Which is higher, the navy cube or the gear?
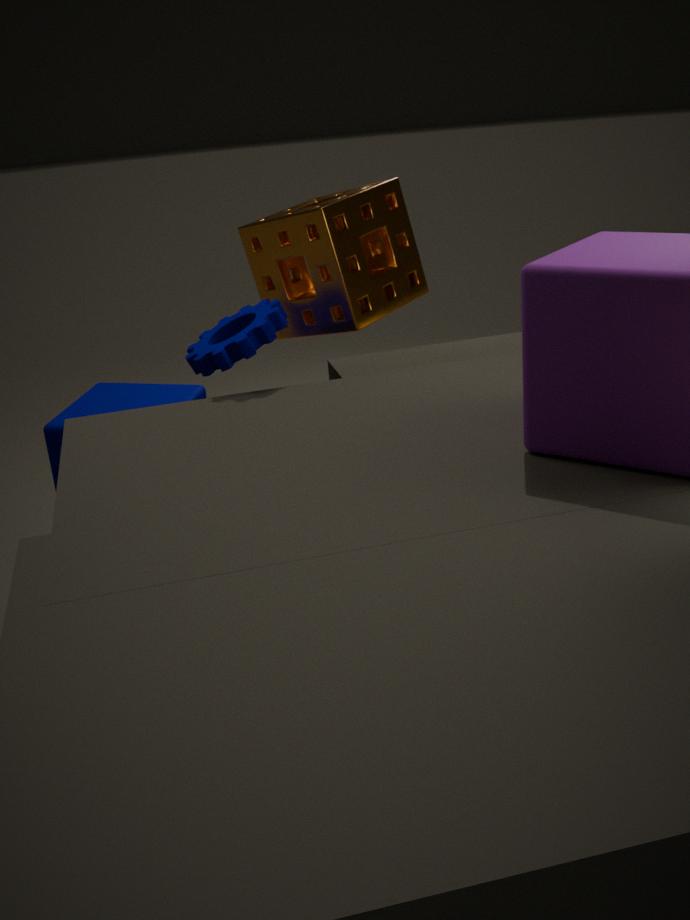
the gear
